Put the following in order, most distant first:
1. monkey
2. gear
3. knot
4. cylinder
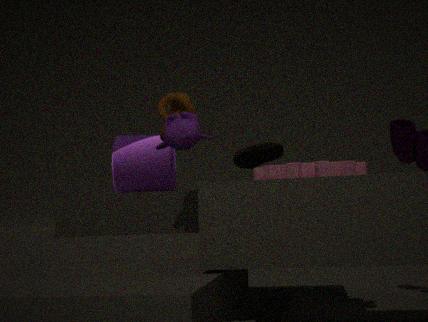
cylinder → knot → gear → monkey
